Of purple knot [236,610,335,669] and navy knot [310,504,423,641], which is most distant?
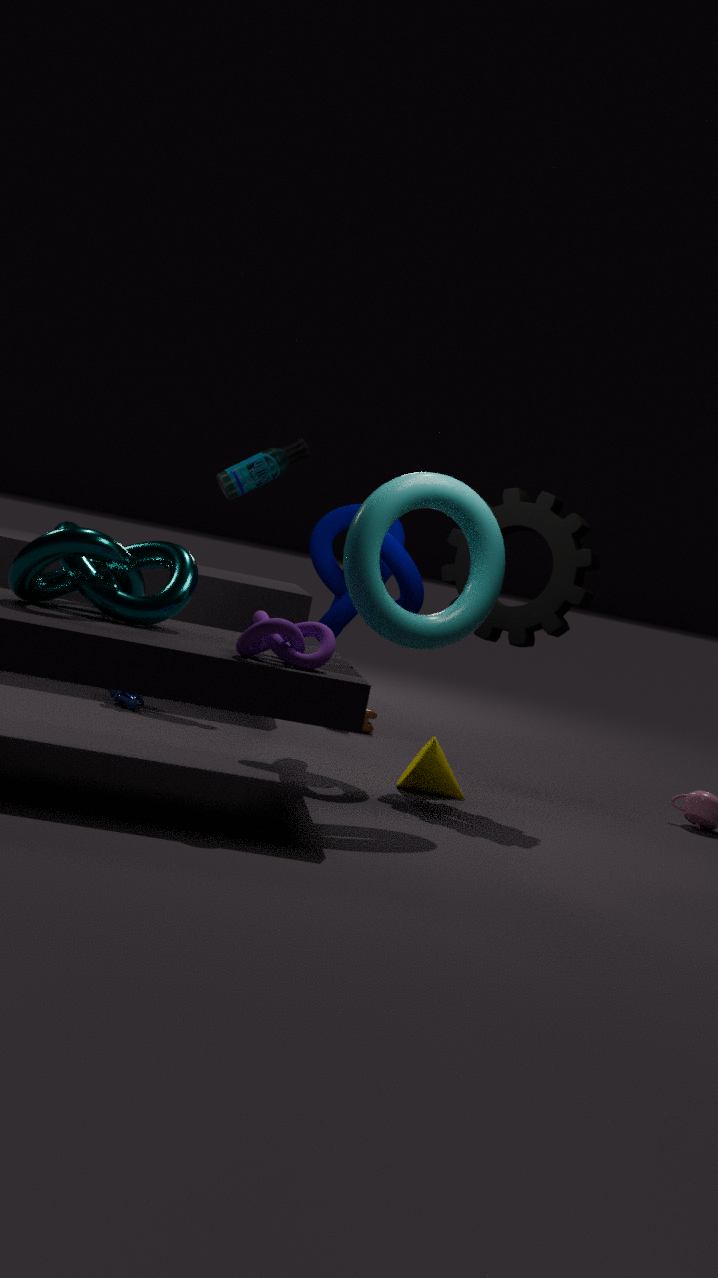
navy knot [310,504,423,641]
